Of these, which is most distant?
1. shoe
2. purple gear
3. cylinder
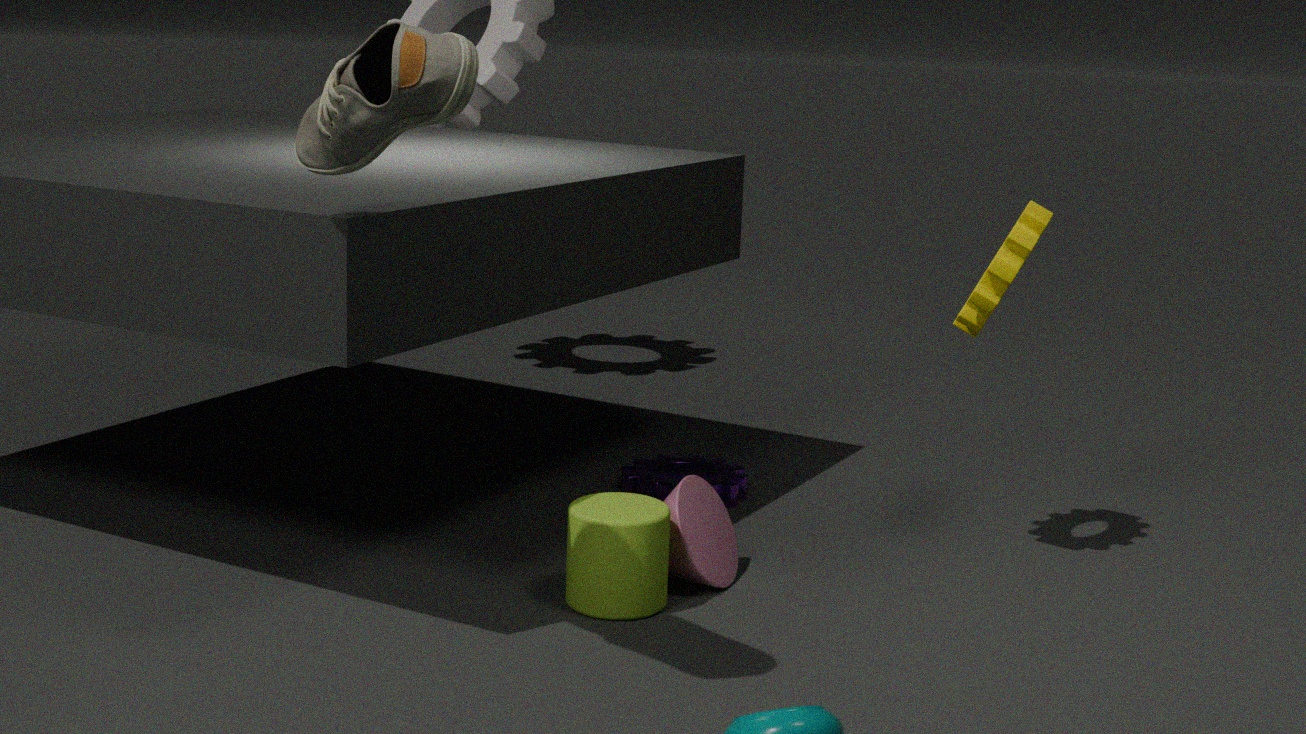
purple gear
